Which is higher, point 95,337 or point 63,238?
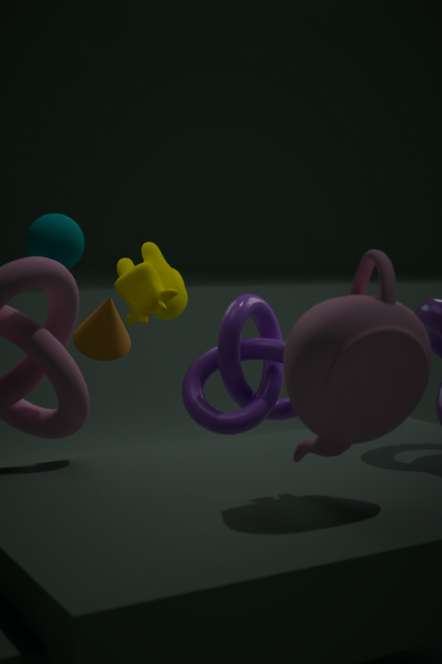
point 63,238
